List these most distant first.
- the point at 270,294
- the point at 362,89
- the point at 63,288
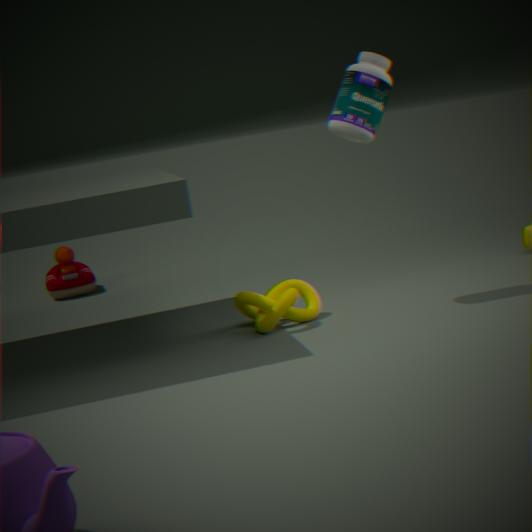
the point at 63,288
the point at 270,294
the point at 362,89
